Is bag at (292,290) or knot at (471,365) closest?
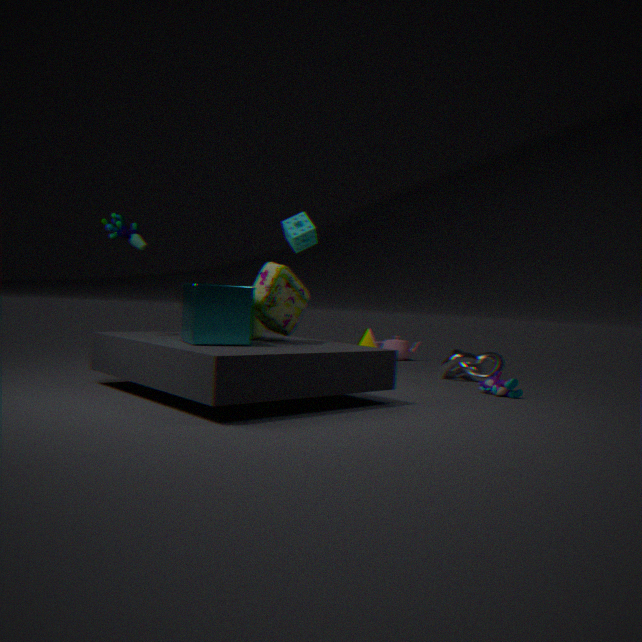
bag at (292,290)
